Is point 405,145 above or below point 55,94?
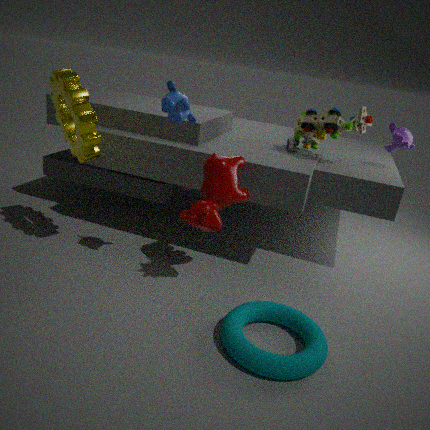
above
